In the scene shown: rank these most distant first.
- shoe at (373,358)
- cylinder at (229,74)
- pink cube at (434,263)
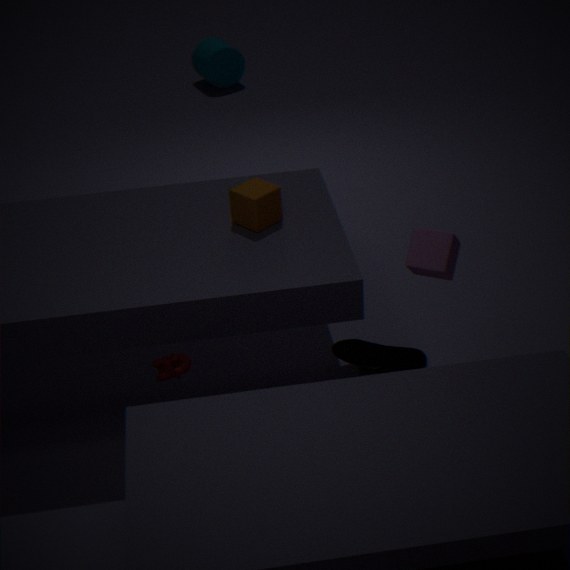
cylinder at (229,74), shoe at (373,358), pink cube at (434,263)
